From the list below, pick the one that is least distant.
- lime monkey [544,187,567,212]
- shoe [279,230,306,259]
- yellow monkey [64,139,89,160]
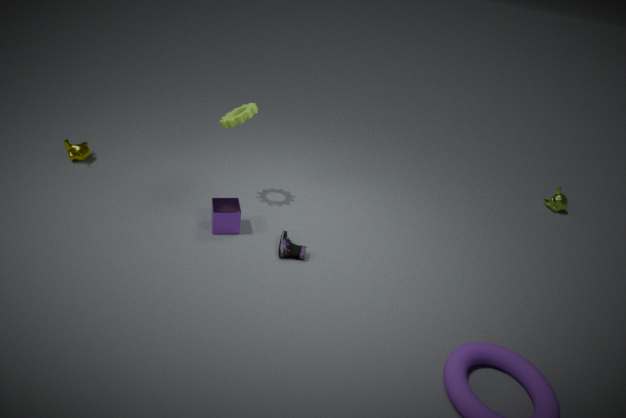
shoe [279,230,306,259]
